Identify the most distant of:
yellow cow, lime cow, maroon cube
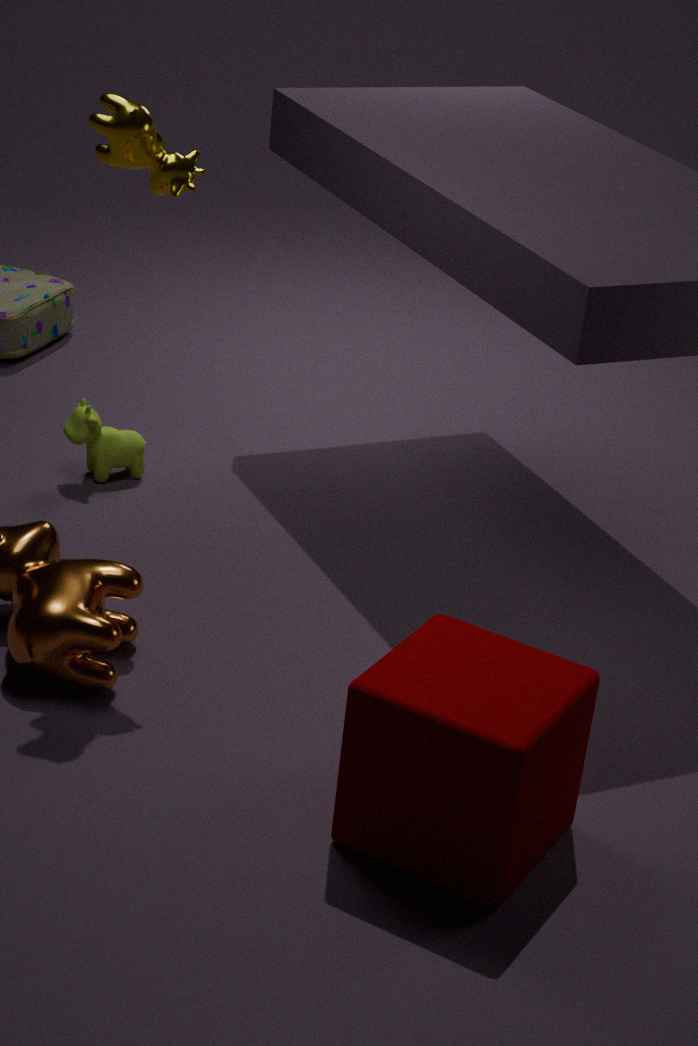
lime cow
